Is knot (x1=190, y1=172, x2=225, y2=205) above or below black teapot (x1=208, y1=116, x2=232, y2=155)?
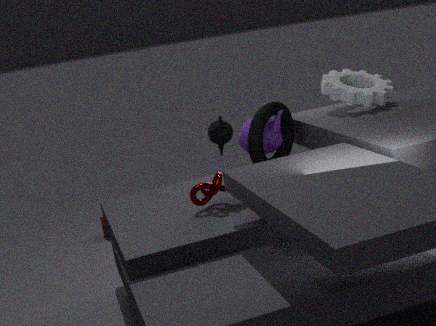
below
